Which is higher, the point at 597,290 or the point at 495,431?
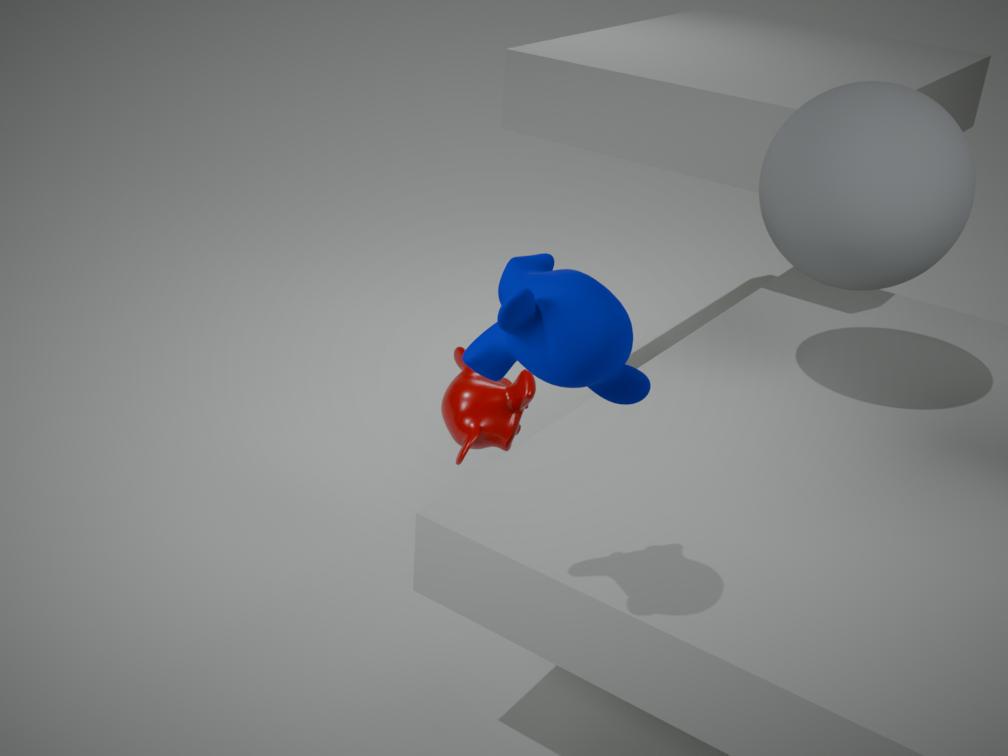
the point at 597,290
